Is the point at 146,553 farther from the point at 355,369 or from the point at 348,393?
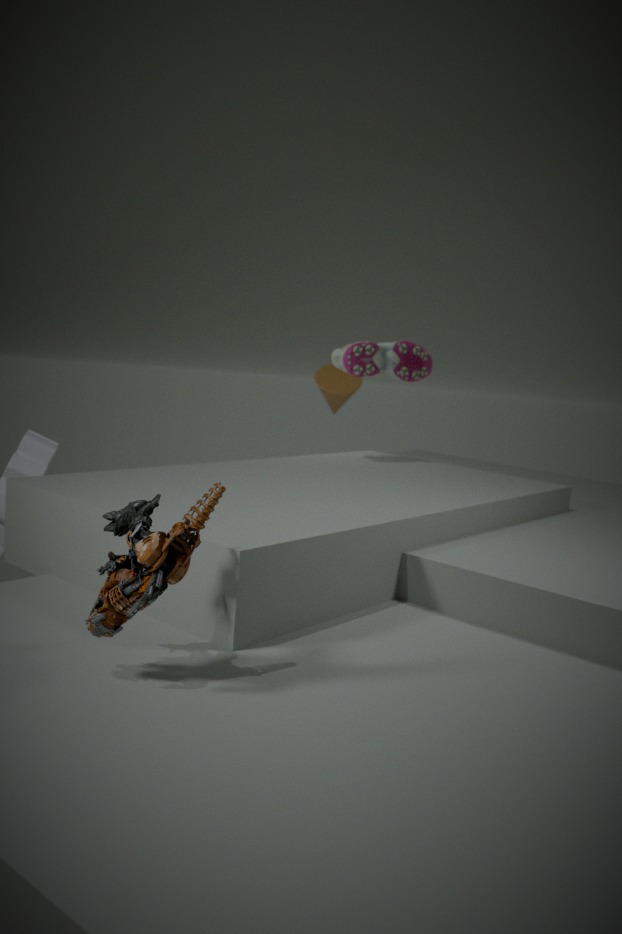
the point at 348,393
